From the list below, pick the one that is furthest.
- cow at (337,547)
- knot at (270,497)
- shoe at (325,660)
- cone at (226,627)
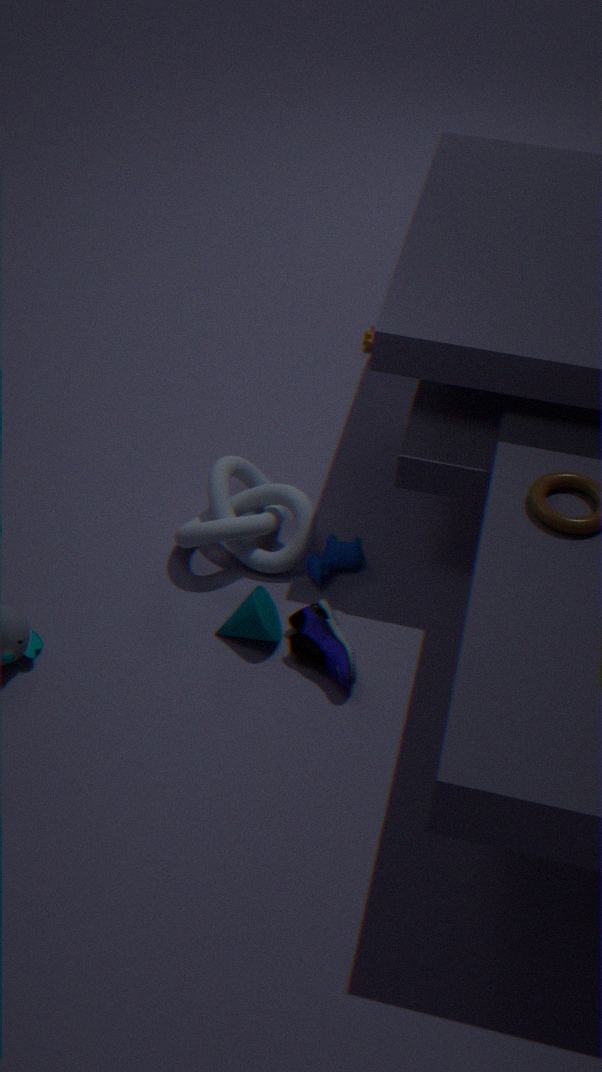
cow at (337,547)
